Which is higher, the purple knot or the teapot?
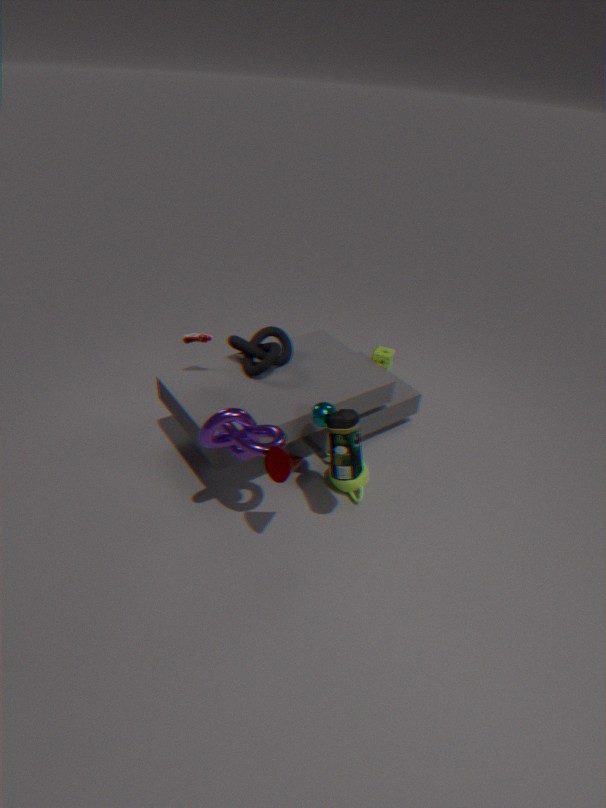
the purple knot
